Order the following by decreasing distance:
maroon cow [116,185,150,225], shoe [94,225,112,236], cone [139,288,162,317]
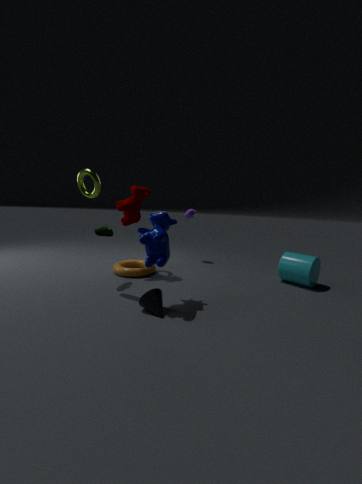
1. maroon cow [116,185,150,225]
2. shoe [94,225,112,236]
3. cone [139,288,162,317]
